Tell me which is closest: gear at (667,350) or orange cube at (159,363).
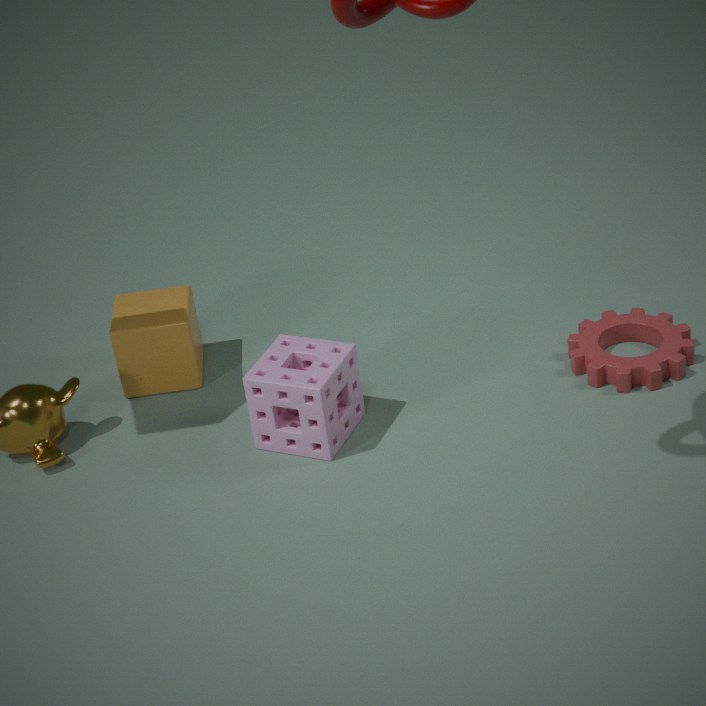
gear at (667,350)
